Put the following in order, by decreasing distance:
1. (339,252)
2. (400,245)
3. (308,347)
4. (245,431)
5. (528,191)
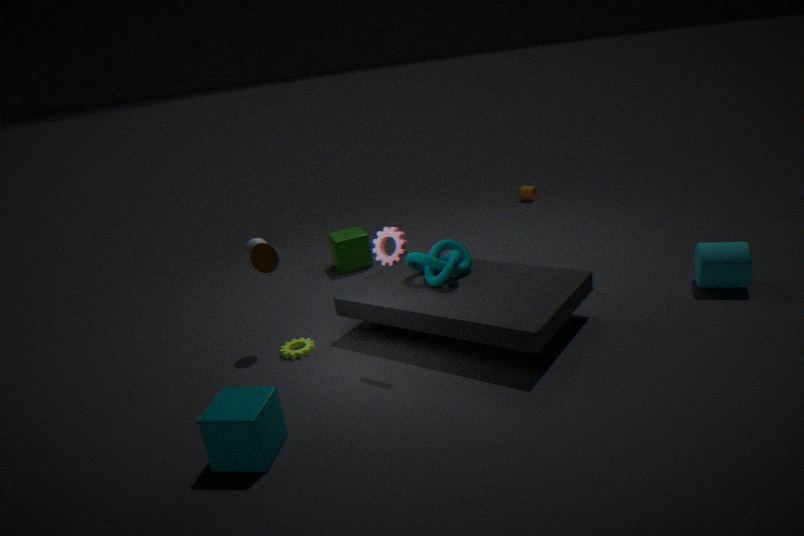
(528,191) → (339,252) → (308,347) → (400,245) → (245,431)
